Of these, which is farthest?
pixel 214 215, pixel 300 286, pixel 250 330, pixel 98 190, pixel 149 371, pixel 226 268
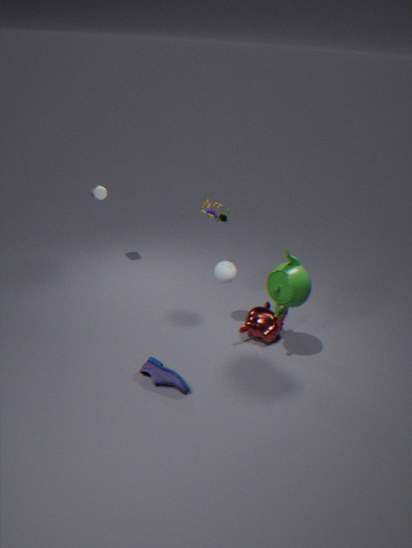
pixel 98 190
